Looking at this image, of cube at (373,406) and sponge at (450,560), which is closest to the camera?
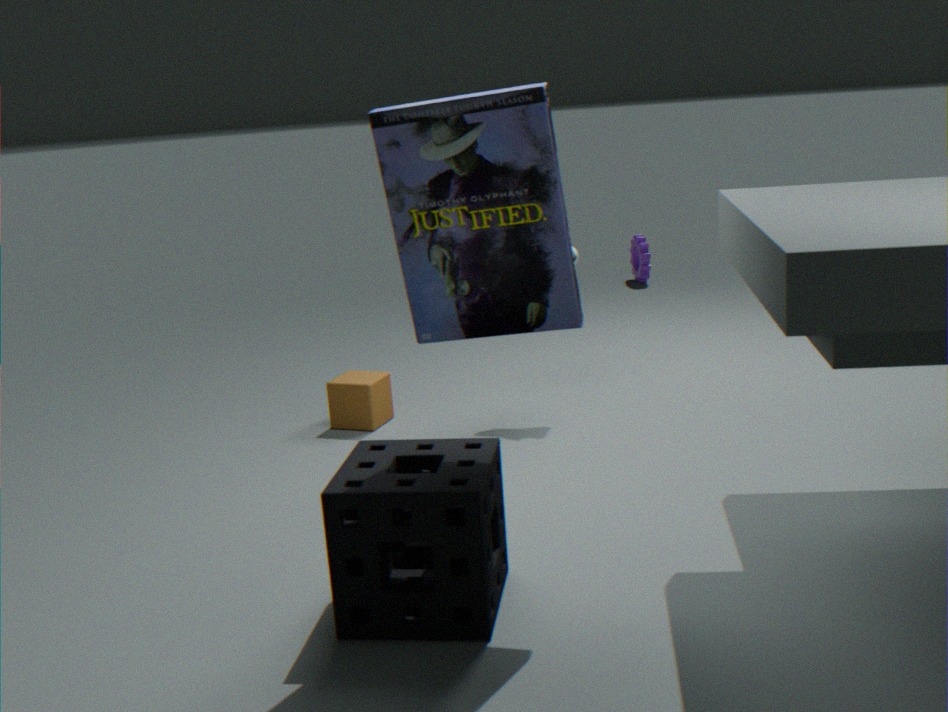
sponge at (450,560)
